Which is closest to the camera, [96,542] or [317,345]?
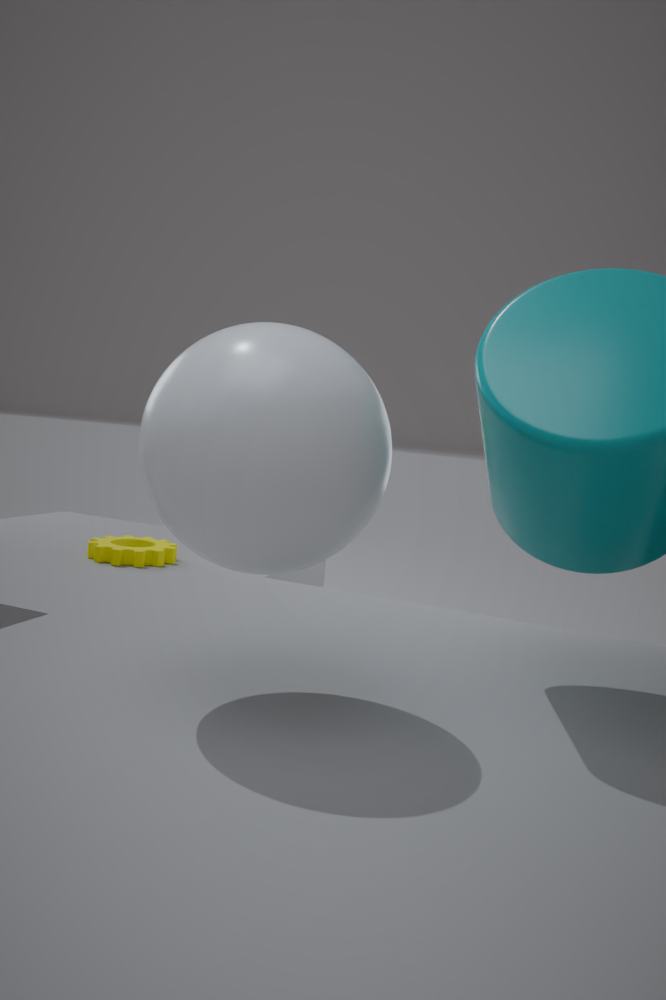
[317,345]
